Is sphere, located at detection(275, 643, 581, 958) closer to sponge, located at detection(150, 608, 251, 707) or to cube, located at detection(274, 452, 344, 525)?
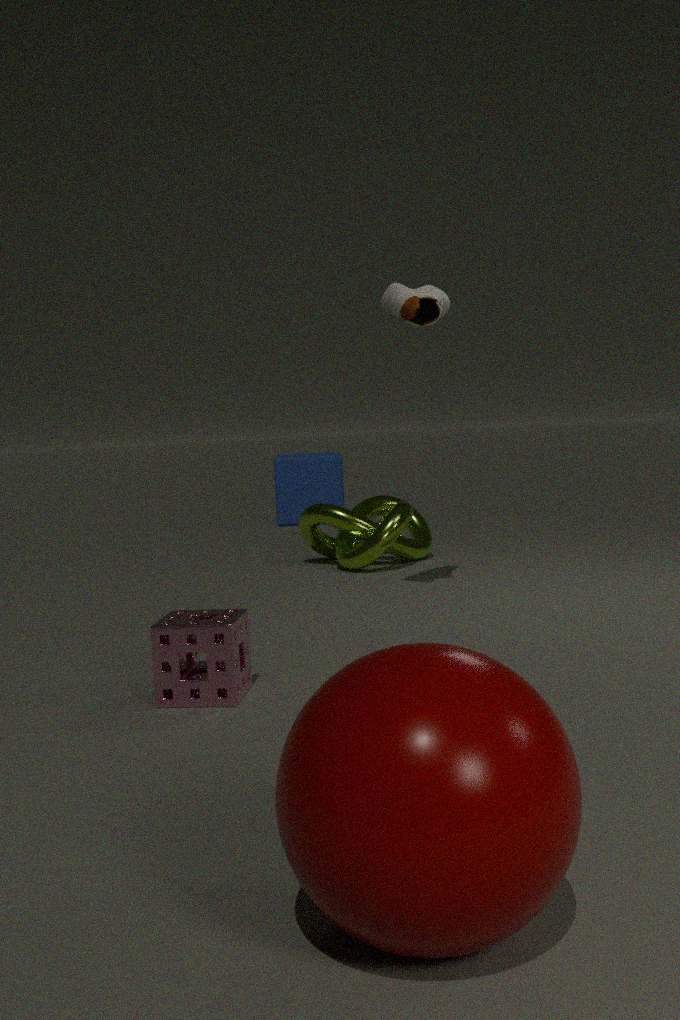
sponge, located at detection(150, 608, 251, 707)
